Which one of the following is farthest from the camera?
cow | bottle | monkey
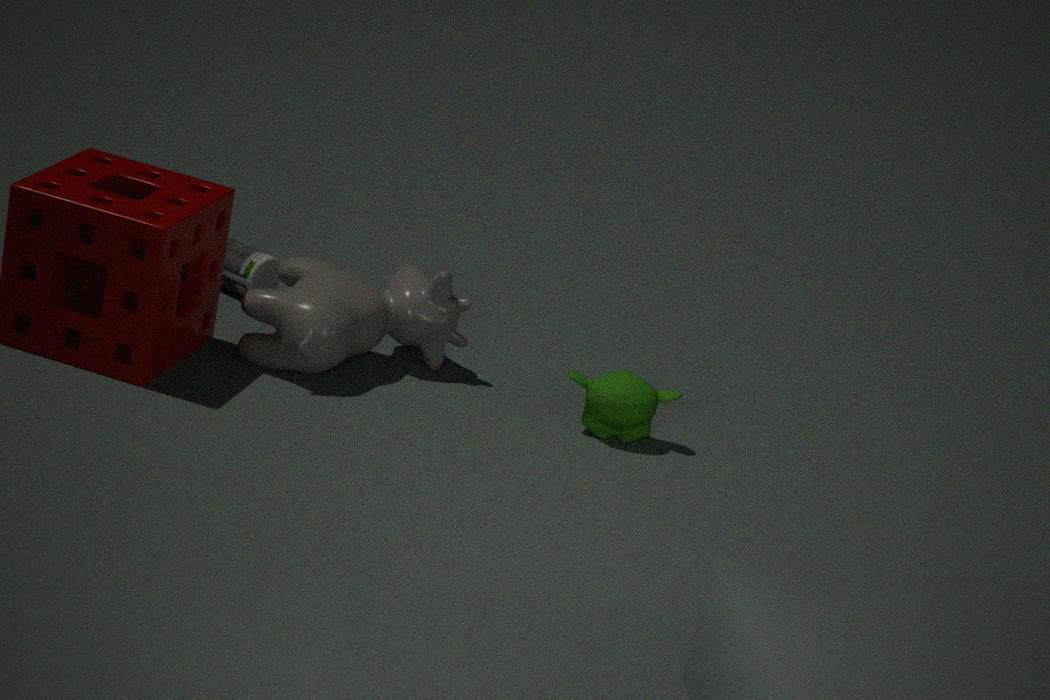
bottle
